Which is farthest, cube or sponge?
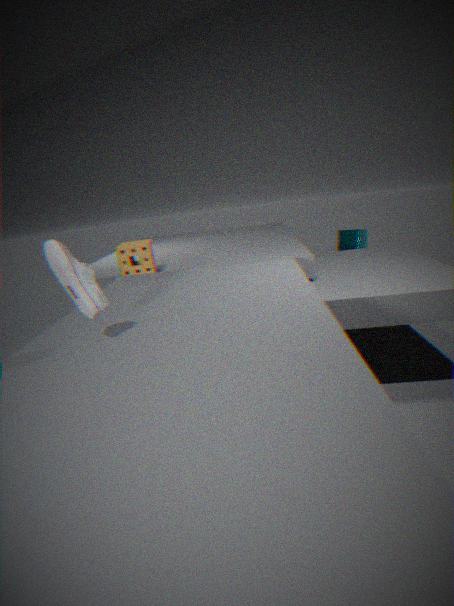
cube
